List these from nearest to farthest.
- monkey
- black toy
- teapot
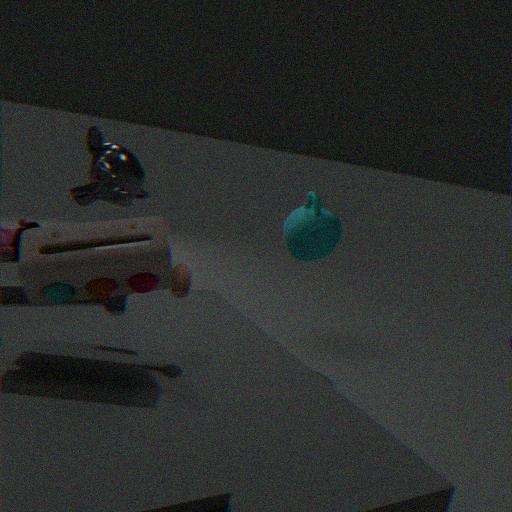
black toy, monkey, teapot
